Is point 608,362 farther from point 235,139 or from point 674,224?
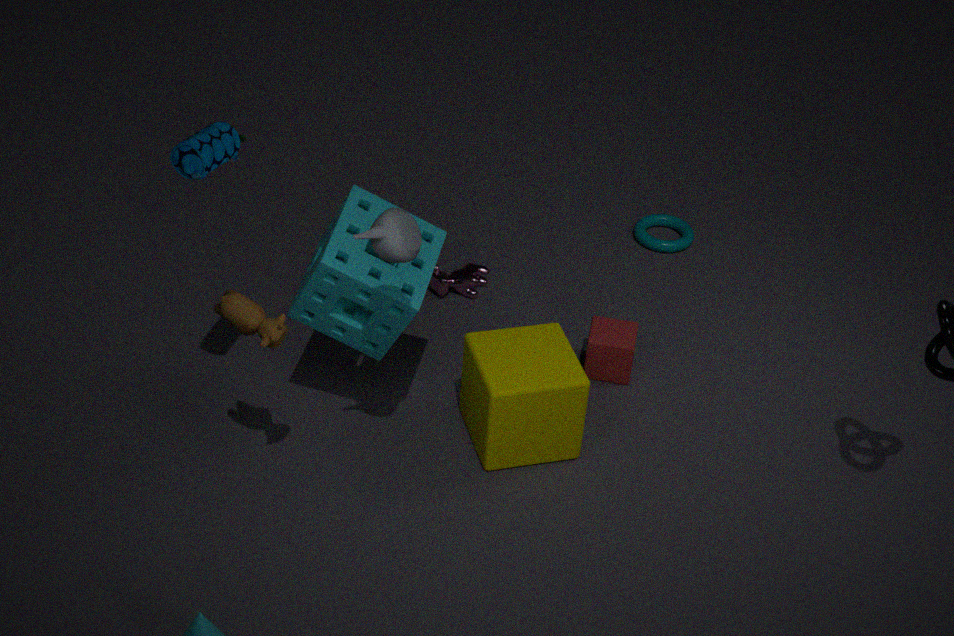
point 235,139
